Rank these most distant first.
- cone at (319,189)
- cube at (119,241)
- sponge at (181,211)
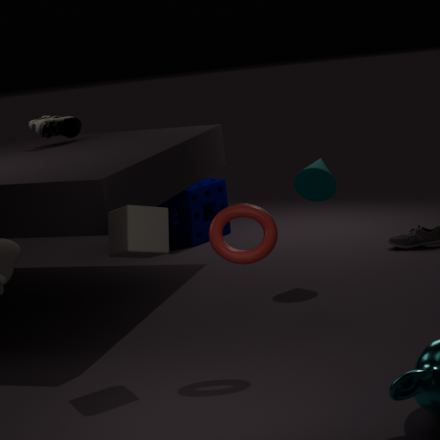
1. sponge at (181,211)
2. cone at (319,189)
3. cube at (119,241)
